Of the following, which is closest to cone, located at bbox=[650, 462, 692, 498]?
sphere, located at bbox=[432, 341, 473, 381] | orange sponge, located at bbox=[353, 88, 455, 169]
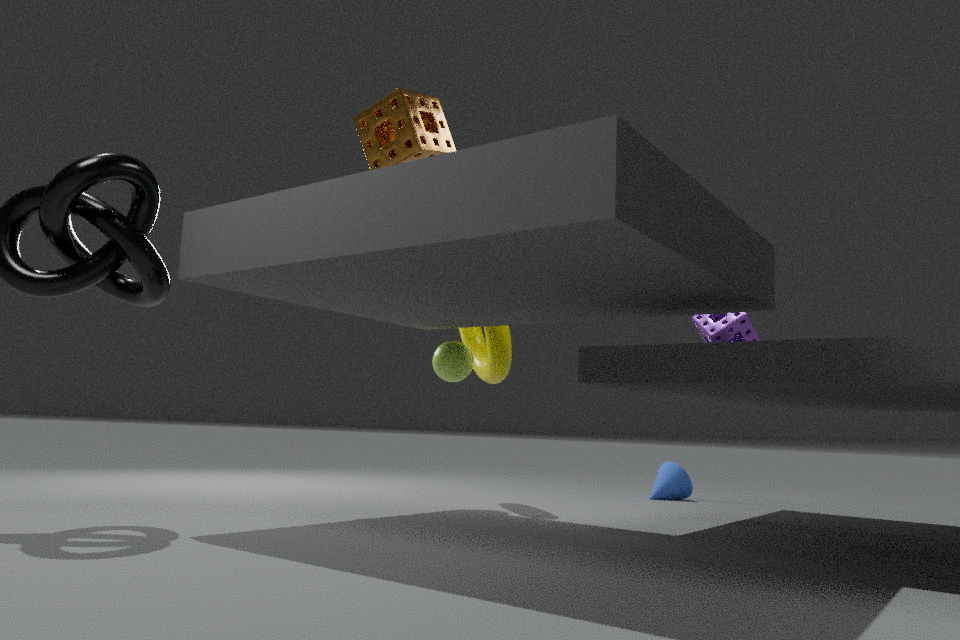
sphere, located at bbox=[432, 341, 473, 381]
